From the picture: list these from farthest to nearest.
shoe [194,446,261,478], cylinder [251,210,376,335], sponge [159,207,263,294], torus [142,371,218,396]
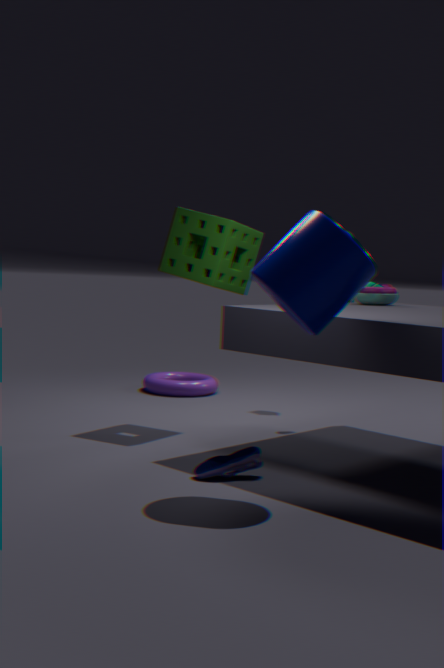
torus [142,371,218,396] → sponge [159,207,263,294] → shoe [194,446,261,478] → cylinder [251,210,376,335]
